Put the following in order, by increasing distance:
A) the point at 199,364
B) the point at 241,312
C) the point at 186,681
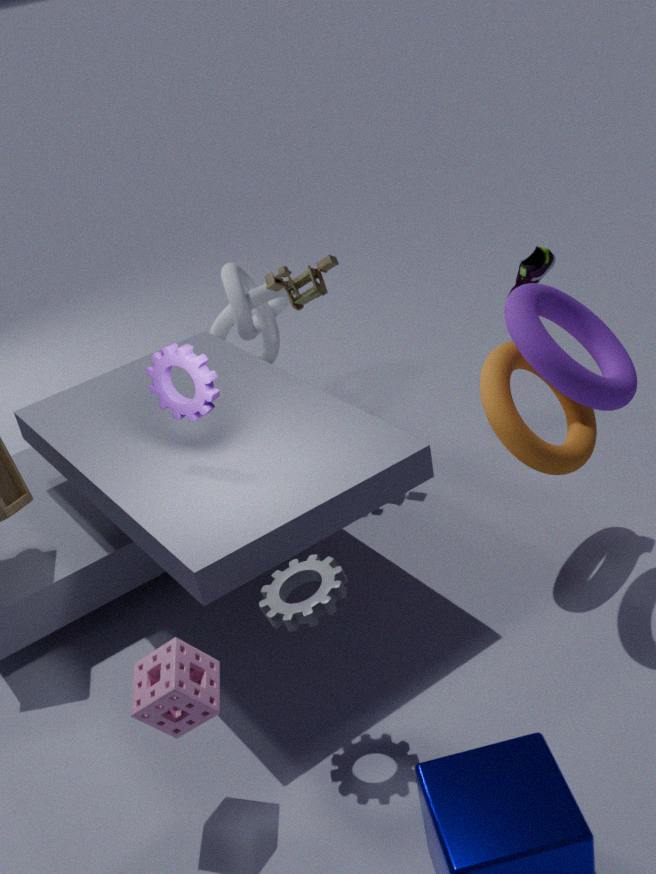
the point at 186,681 → the point at 199,364 → the point at 241,312
